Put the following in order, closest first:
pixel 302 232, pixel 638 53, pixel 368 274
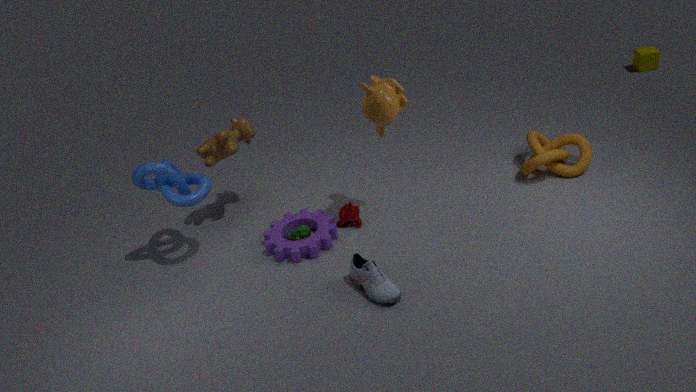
pixel 368 274 → pixel 302 232 → pixel 638 53
